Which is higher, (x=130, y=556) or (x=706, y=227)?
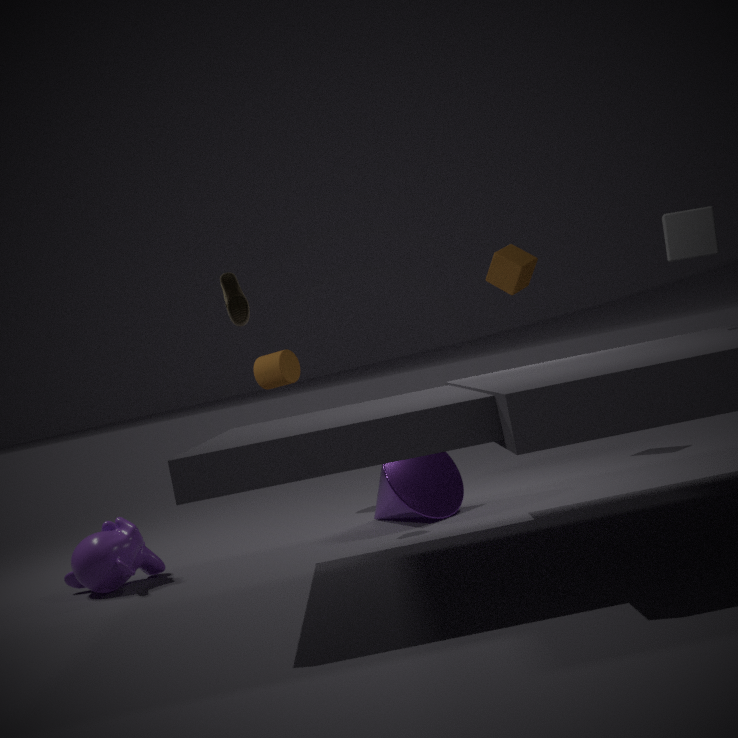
(x=706, y=227)
